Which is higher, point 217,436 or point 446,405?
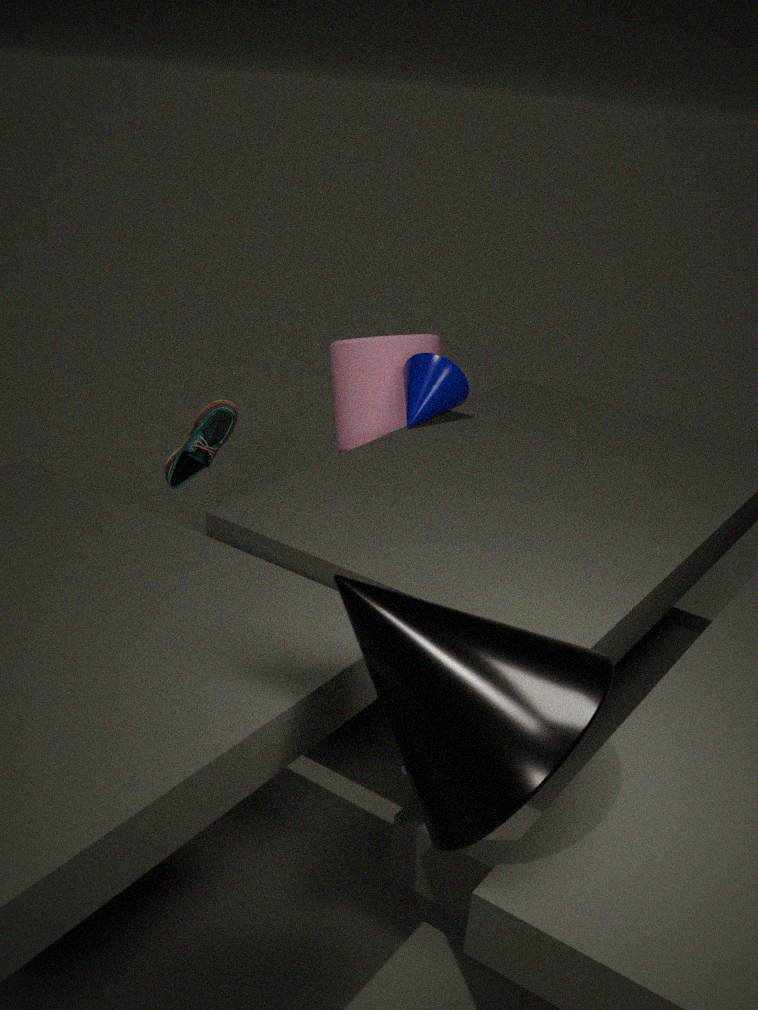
point 446,405
